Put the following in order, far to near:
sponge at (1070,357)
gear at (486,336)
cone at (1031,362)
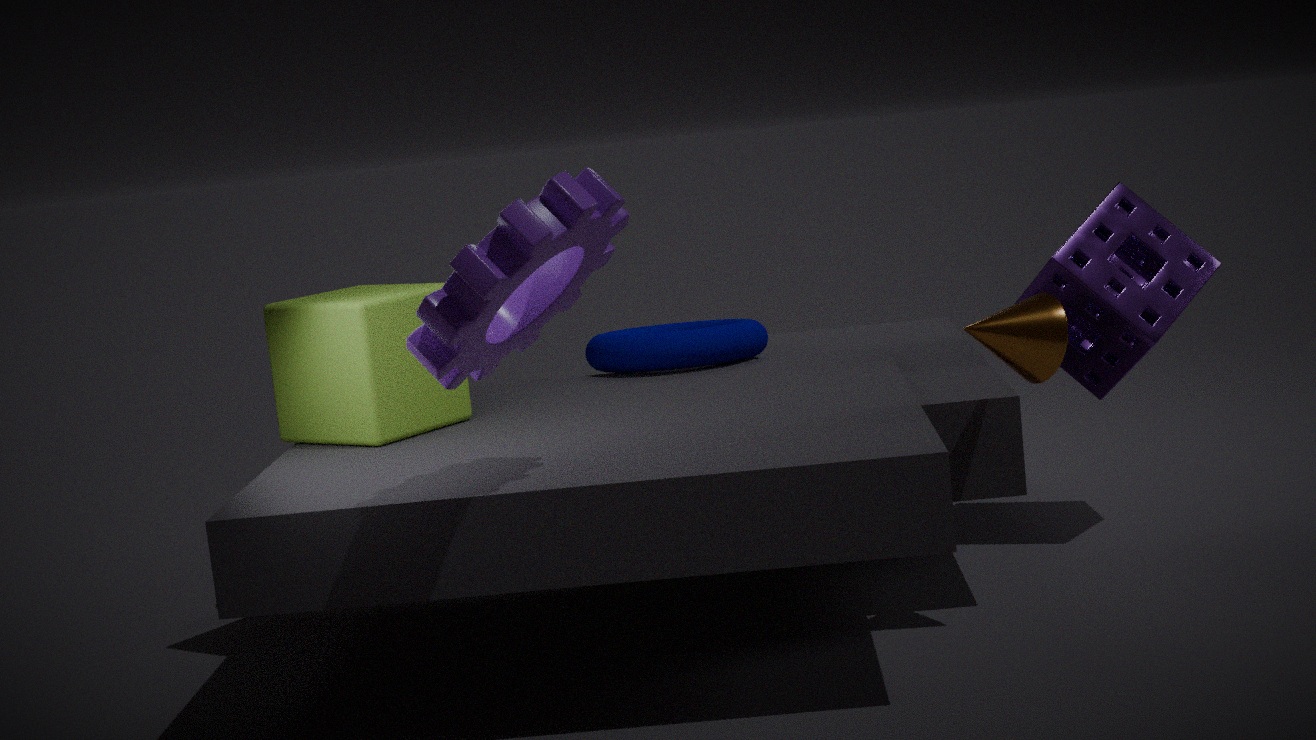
sponge at (1070,357) → cone at (1031,362) → gear at (486,336)
